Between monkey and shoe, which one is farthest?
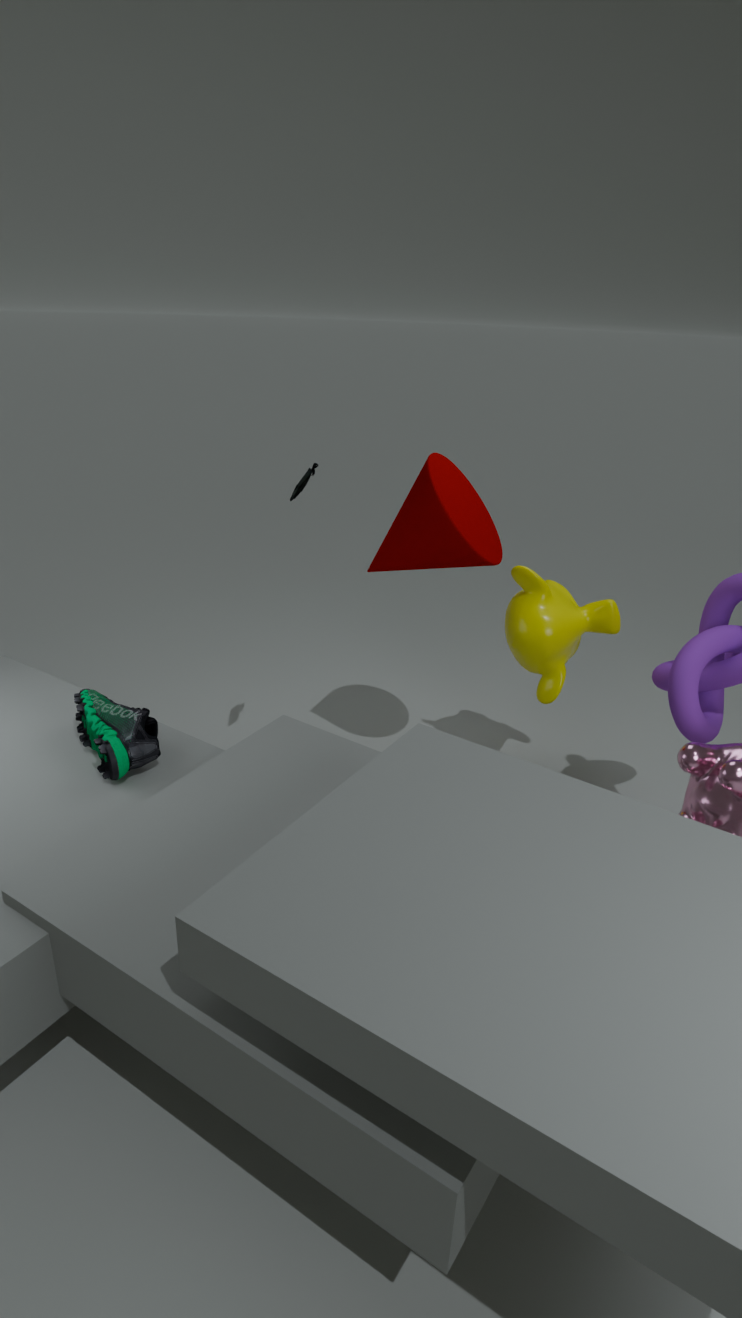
monkey
